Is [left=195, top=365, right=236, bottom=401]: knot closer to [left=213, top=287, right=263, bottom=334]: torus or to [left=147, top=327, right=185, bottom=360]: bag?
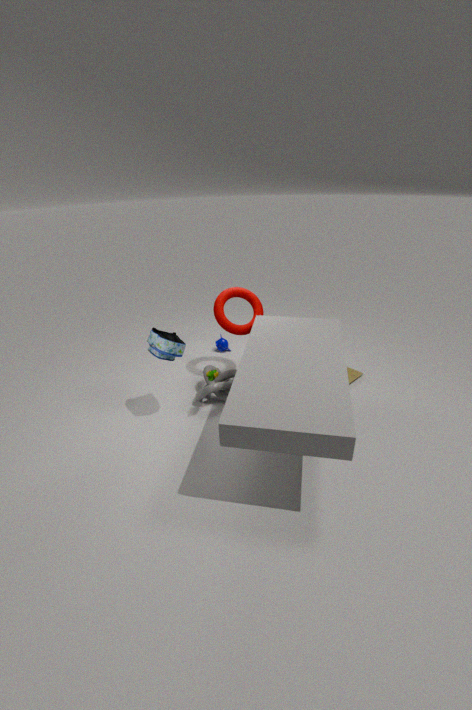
[left=213, top=287, right=263, bottom=334]: torus
